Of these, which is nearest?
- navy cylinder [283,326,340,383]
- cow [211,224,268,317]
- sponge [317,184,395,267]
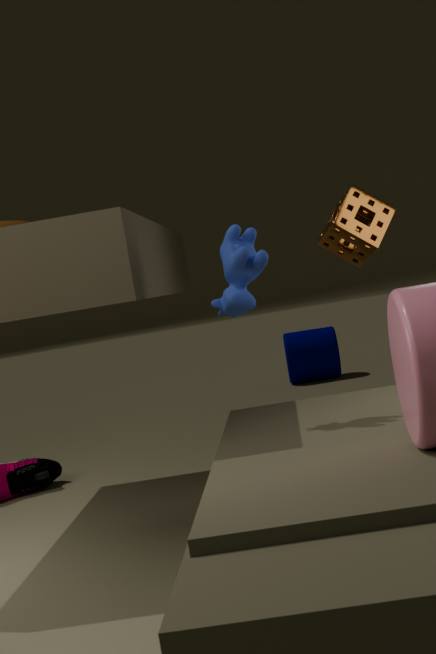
cow [211,224,268,317]
